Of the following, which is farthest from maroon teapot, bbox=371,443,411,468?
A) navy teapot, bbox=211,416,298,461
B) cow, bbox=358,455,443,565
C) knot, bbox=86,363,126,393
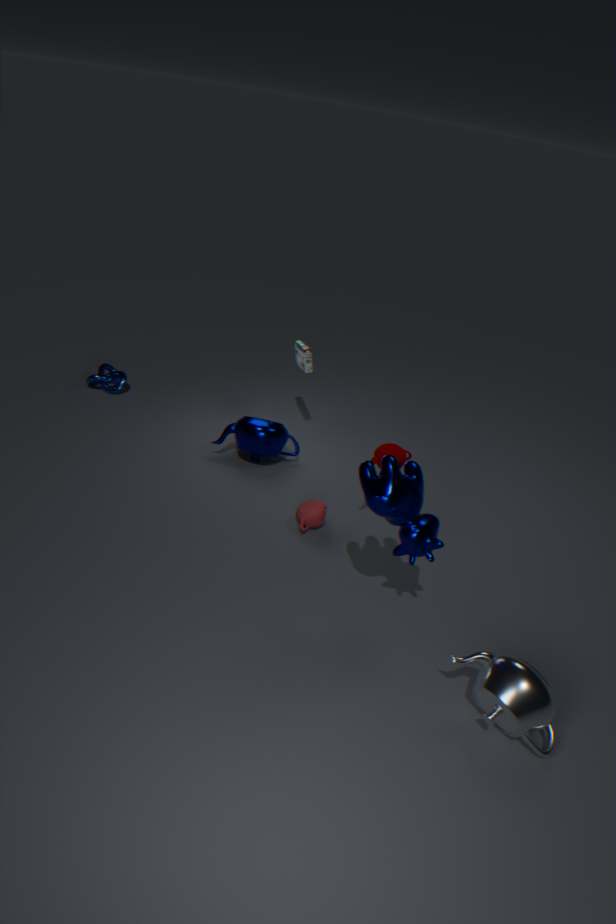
knot, bbox=86,363,126,393
